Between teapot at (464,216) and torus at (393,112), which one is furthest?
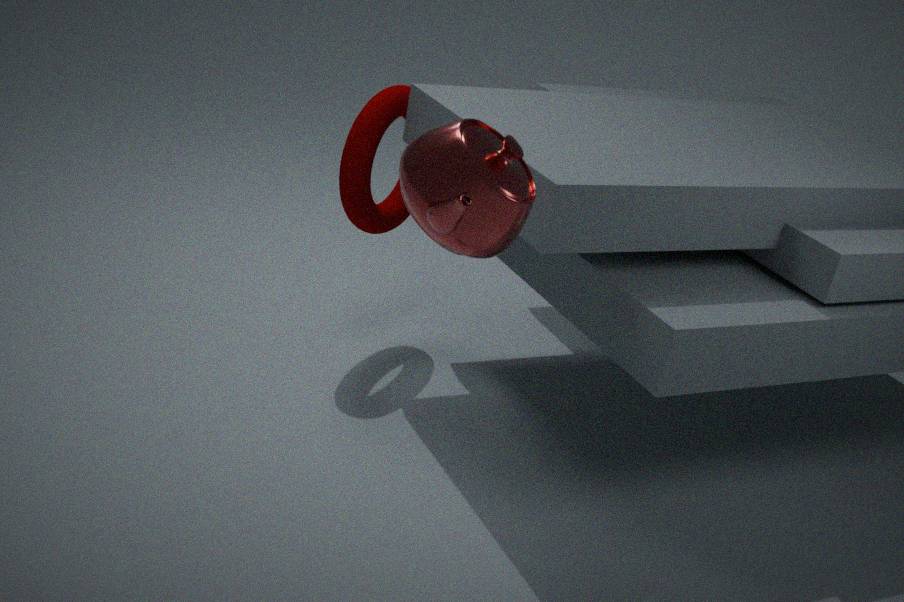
torus at (393,112)
